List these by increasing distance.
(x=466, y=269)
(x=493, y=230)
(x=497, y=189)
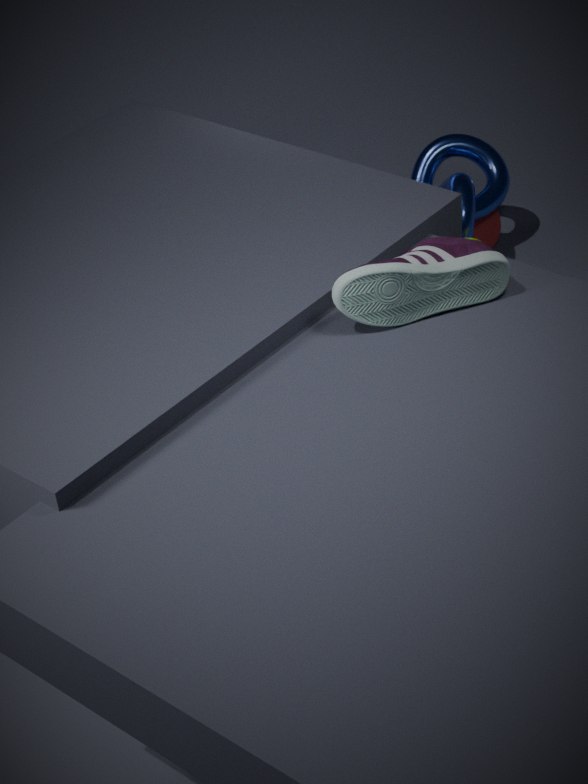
(x=466, y=269) → (x=497, y=189) → (x=493, y=230)
